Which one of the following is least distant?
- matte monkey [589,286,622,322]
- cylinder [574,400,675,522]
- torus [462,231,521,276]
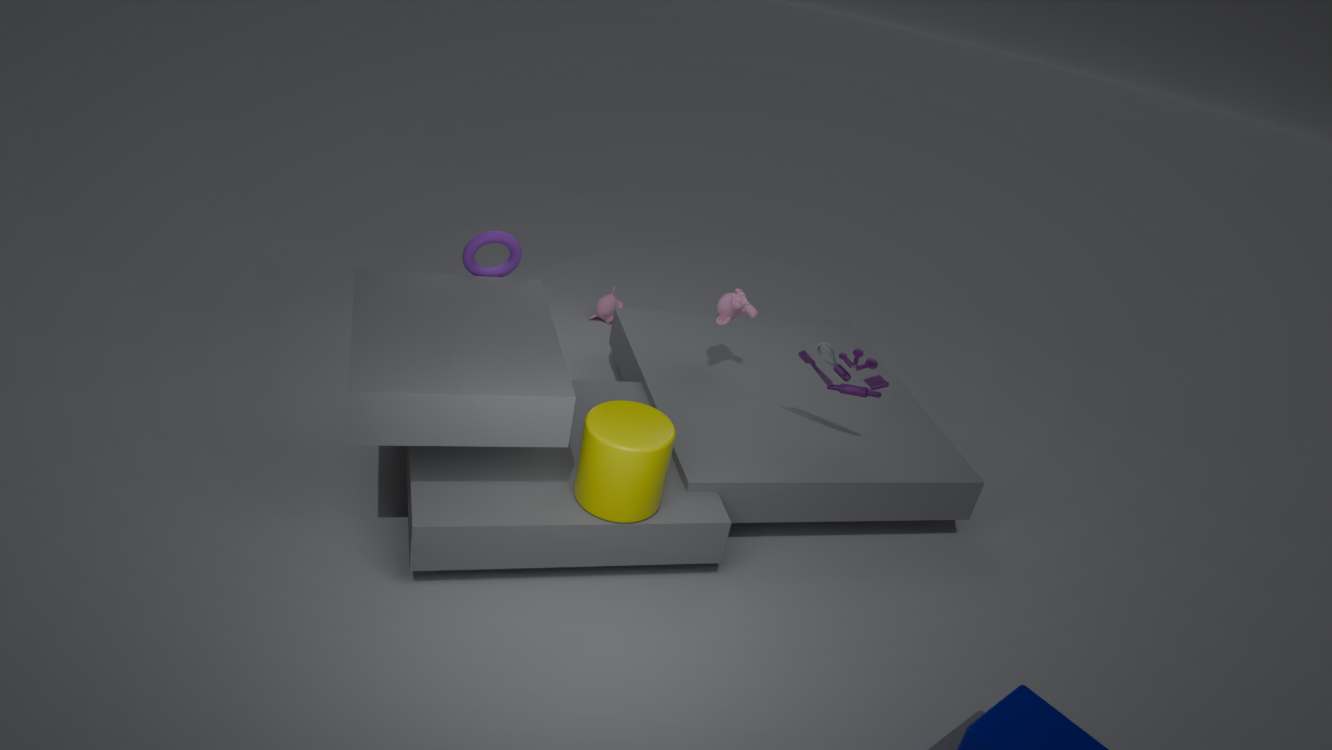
cylinder [574,400,675,522]
